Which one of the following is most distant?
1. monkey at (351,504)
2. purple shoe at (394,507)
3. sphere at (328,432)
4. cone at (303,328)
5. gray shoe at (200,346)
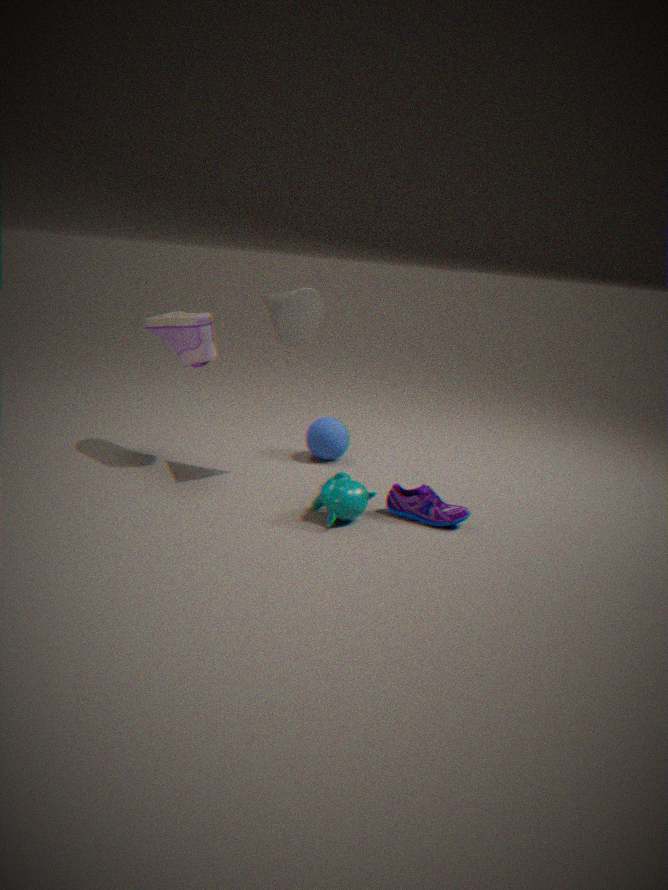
sphere at (328,432)
